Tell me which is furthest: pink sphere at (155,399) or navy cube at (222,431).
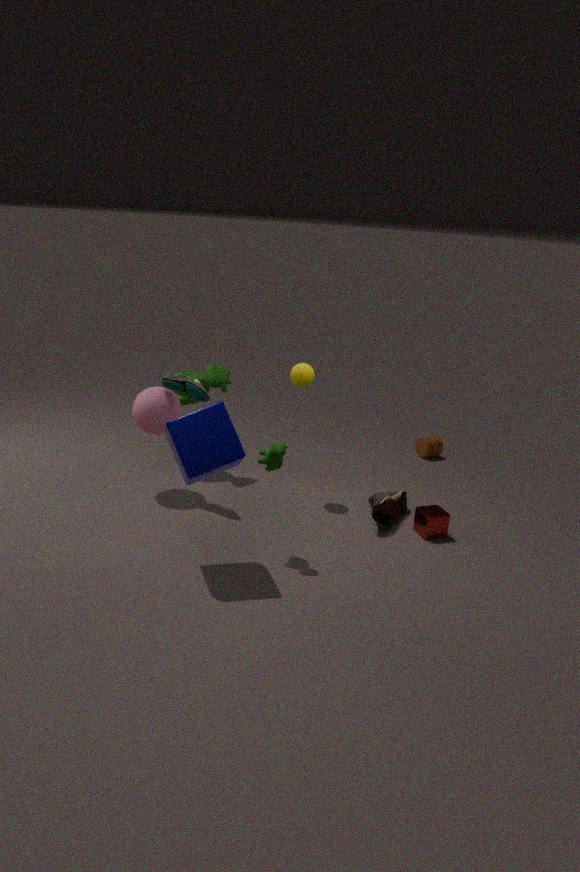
pink sphere at (155,399)
